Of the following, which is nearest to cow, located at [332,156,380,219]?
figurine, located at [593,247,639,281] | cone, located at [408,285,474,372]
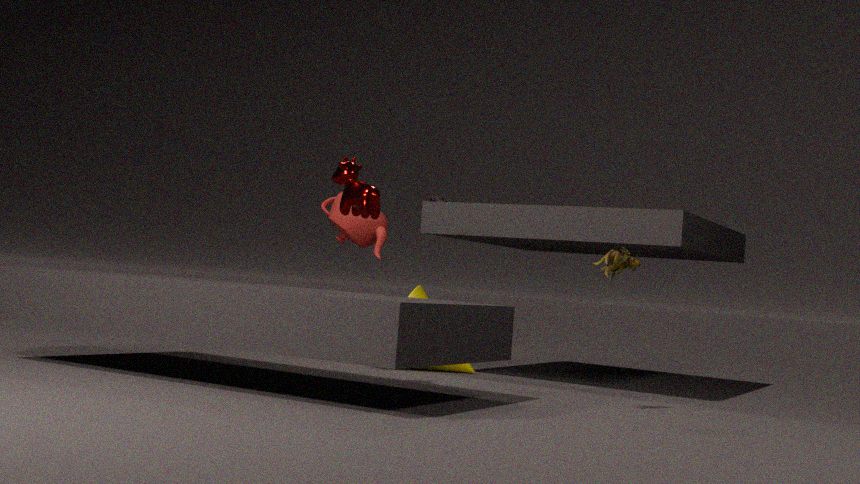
figurine, located at [593,247,639,281]
